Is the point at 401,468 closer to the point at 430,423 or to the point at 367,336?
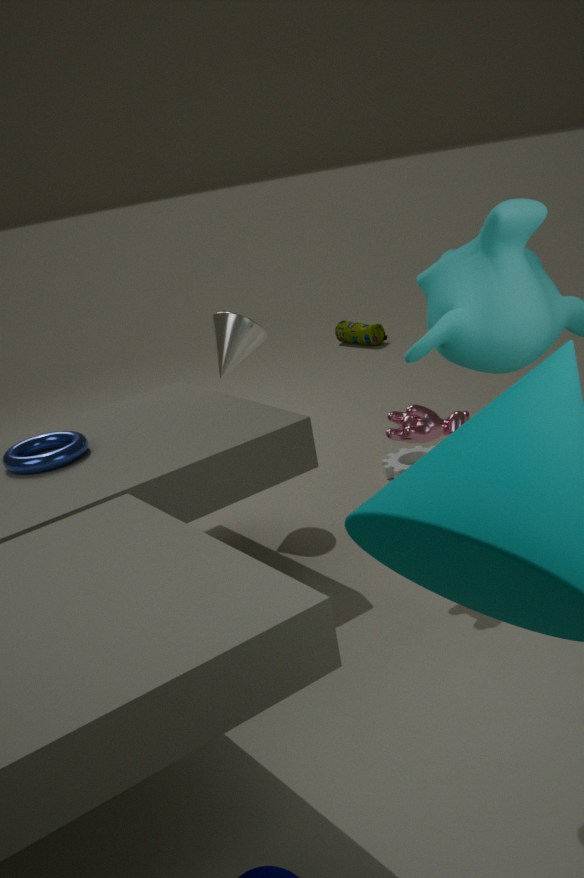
the point at 430,423
